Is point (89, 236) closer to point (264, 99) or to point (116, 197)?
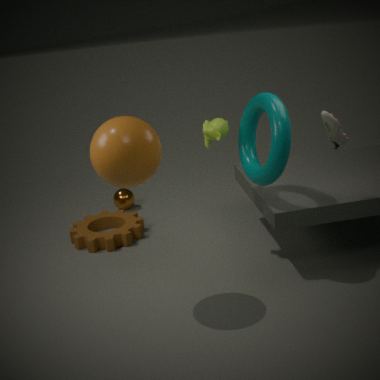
point (116, 197)
